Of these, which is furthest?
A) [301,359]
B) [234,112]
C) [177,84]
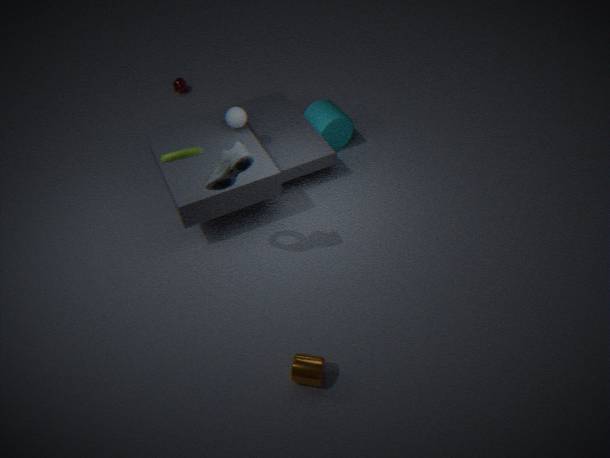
[177,84]
